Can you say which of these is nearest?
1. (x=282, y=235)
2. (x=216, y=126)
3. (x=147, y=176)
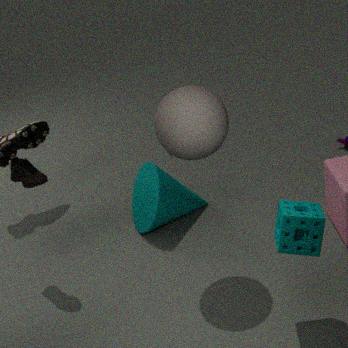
(x=282, y=235)
